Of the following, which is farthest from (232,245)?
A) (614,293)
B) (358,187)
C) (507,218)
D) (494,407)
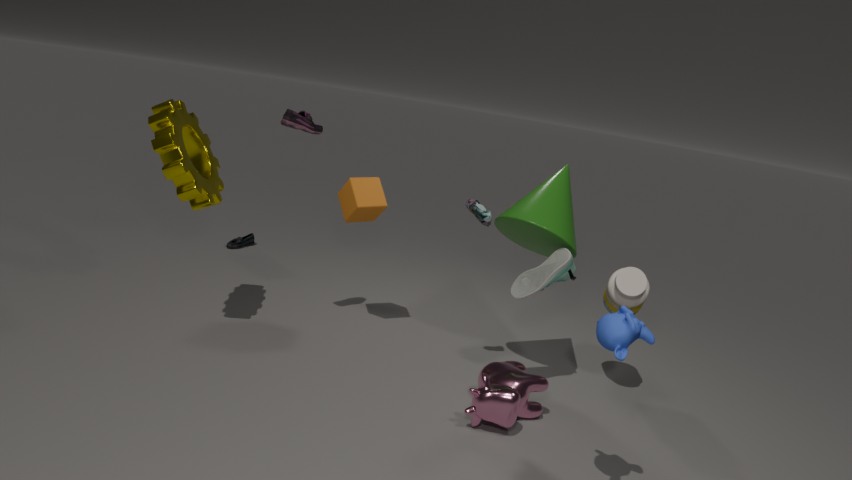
(614,293)
